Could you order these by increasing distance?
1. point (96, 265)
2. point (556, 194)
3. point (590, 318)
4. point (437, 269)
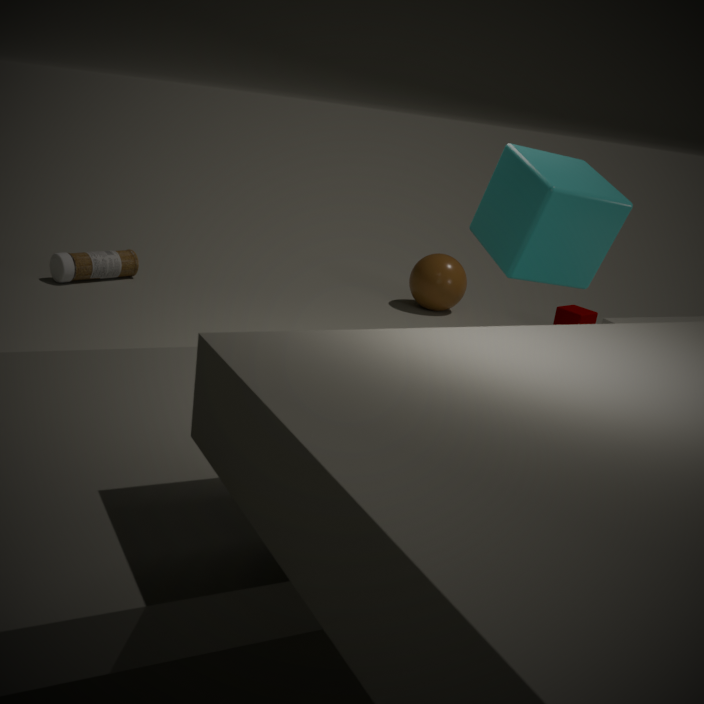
point (556, 194)
point (96, 265)
point (590, 318)
point (437, 269)
